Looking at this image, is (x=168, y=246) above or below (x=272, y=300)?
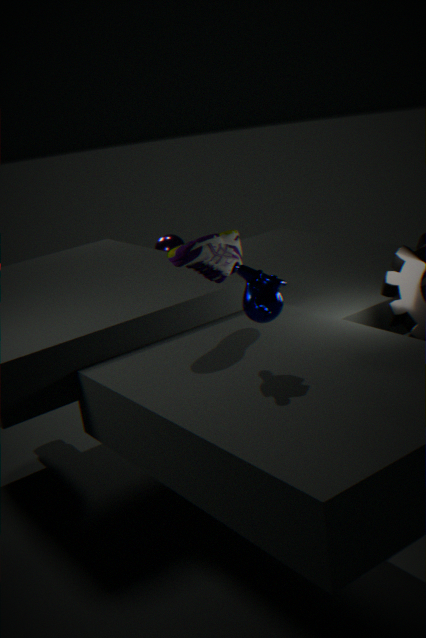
below
